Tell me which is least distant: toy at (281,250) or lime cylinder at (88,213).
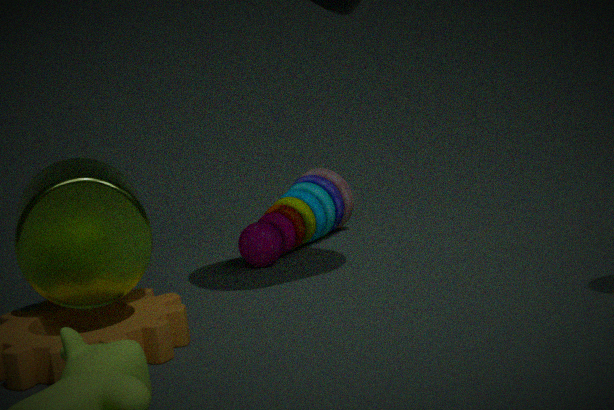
lime cylinder at (88,213)
